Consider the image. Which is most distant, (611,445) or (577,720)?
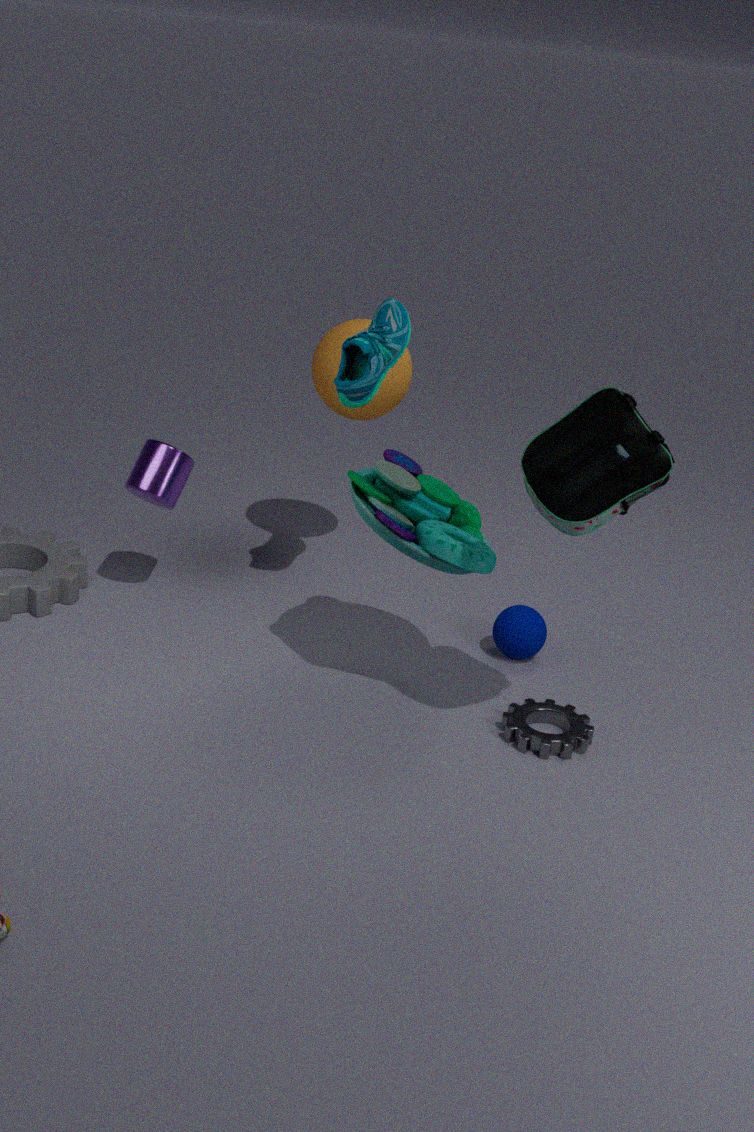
(577,720)
